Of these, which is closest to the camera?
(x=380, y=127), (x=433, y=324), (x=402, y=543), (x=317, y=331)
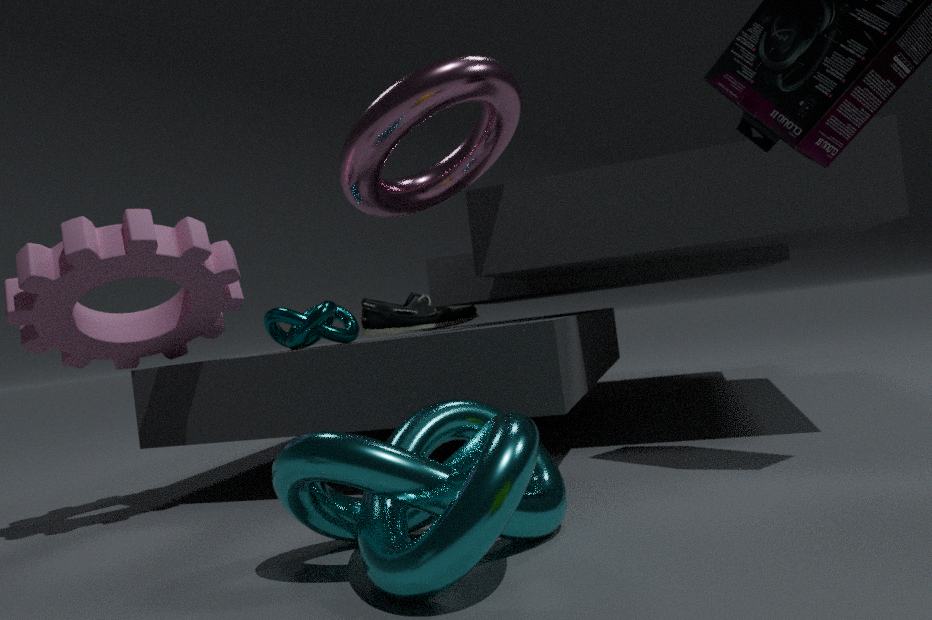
(x=402, y=543)
